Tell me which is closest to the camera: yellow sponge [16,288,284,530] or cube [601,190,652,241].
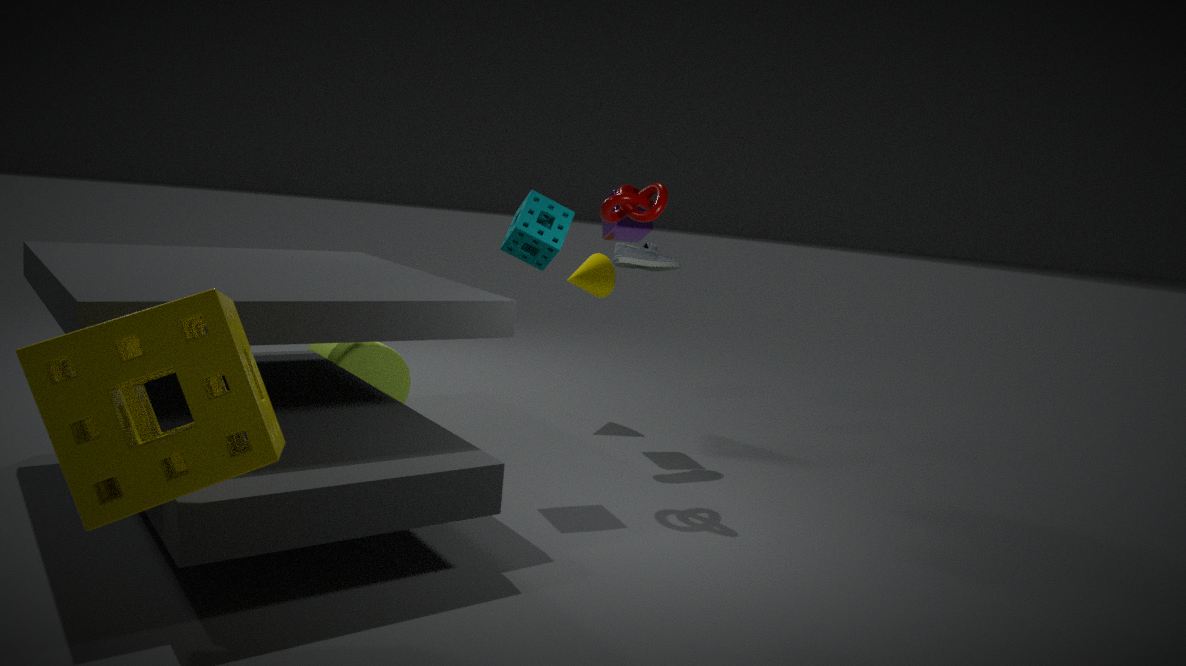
yellow sponge [16,288,284,530]
